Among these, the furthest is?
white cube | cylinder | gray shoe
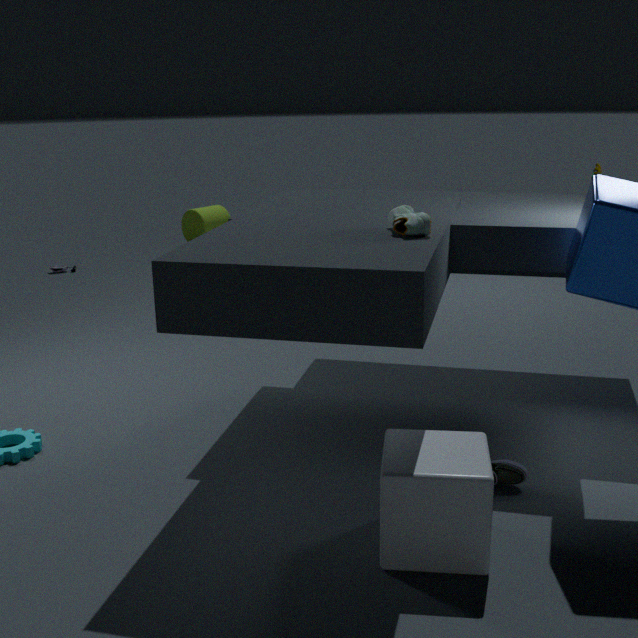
cylinder
